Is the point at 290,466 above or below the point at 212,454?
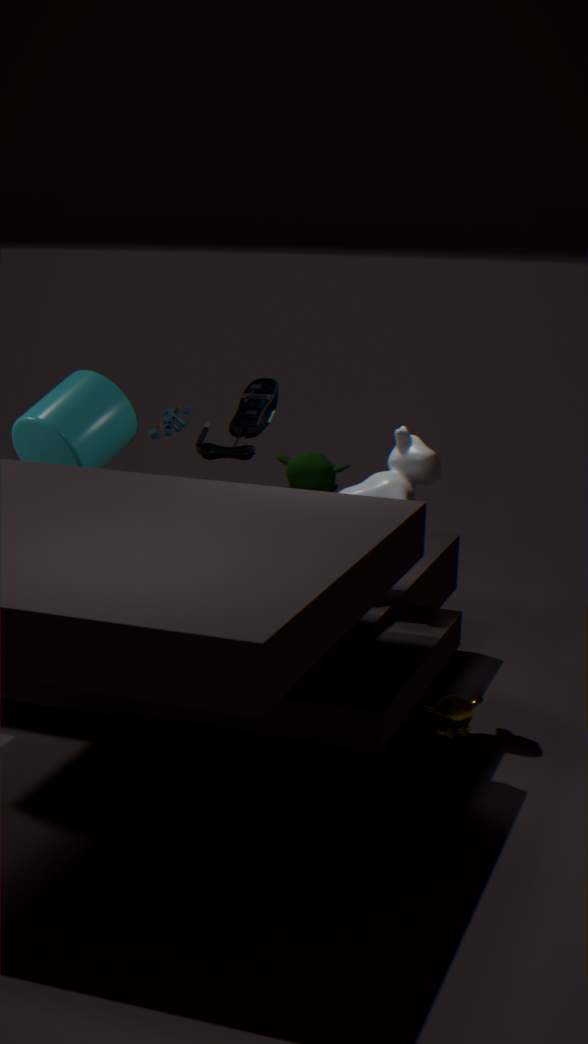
below
